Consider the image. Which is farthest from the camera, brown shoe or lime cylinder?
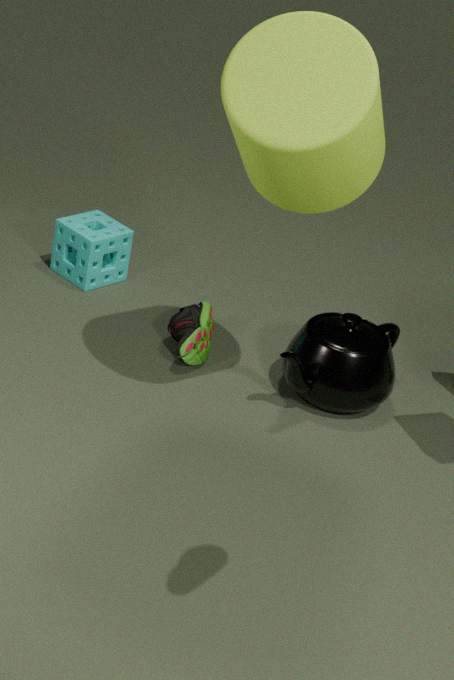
brown shoe
